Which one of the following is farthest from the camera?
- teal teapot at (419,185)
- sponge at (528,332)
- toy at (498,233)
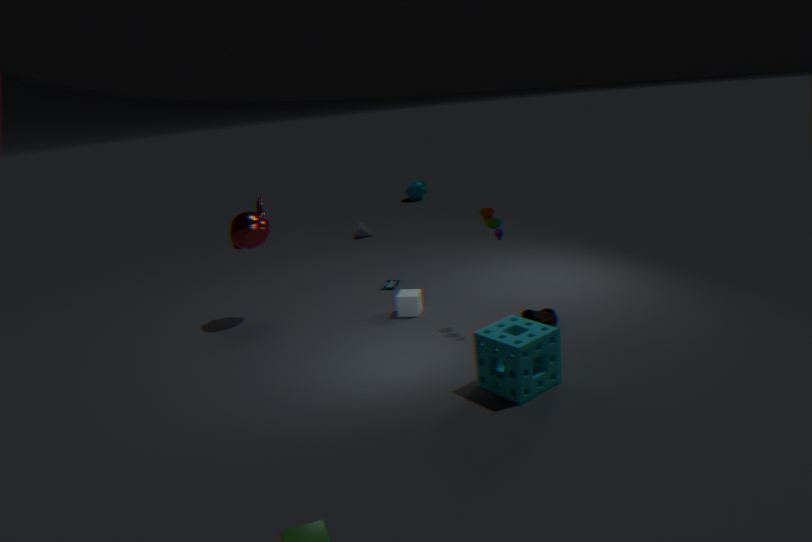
teal teapot at (419,185)
